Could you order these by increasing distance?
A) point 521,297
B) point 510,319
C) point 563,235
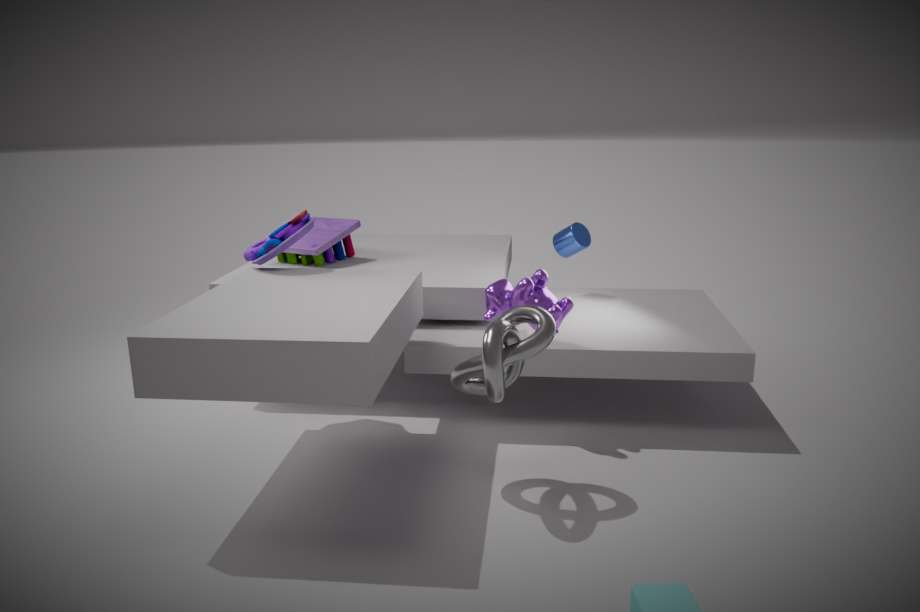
point 510,319, point 521,297, point 563,235
